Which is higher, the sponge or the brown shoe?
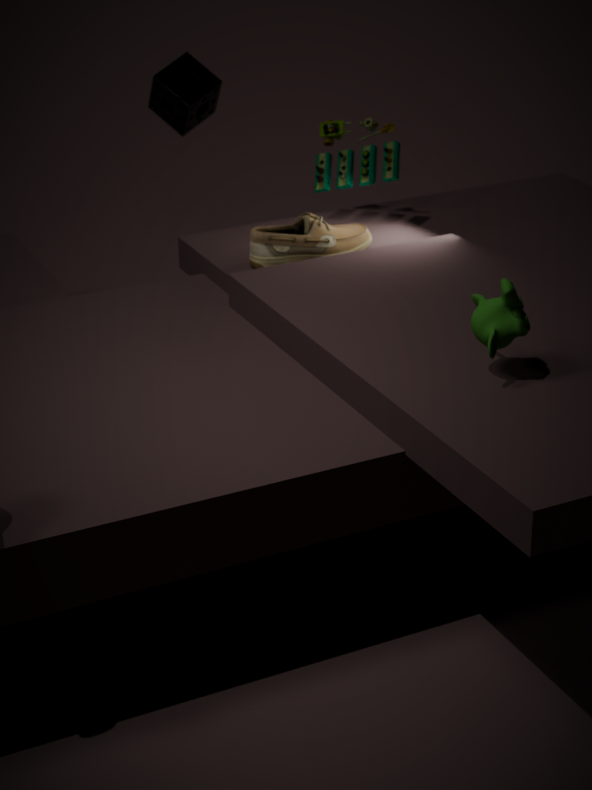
the sponge
